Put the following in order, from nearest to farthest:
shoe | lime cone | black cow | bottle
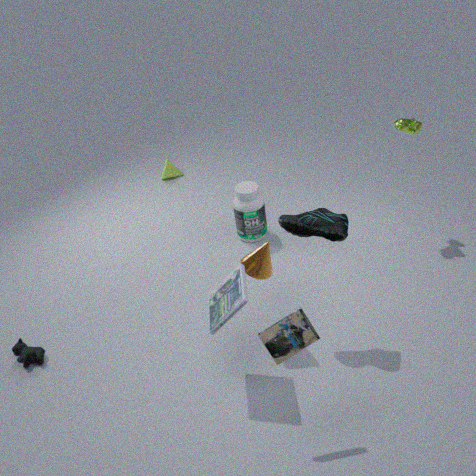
shoe < black cow < bottle < lime cone
